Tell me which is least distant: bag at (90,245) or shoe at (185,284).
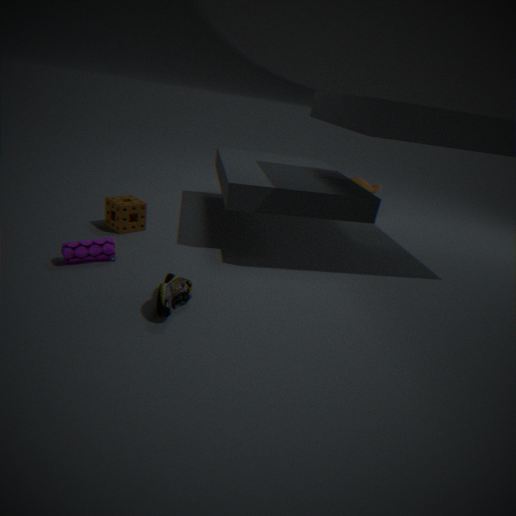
shoe at (185,284)
